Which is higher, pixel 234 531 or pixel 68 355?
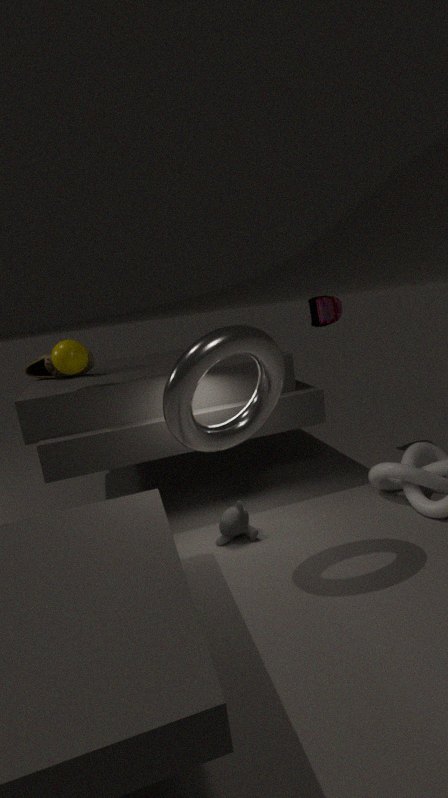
pixel 68 355
